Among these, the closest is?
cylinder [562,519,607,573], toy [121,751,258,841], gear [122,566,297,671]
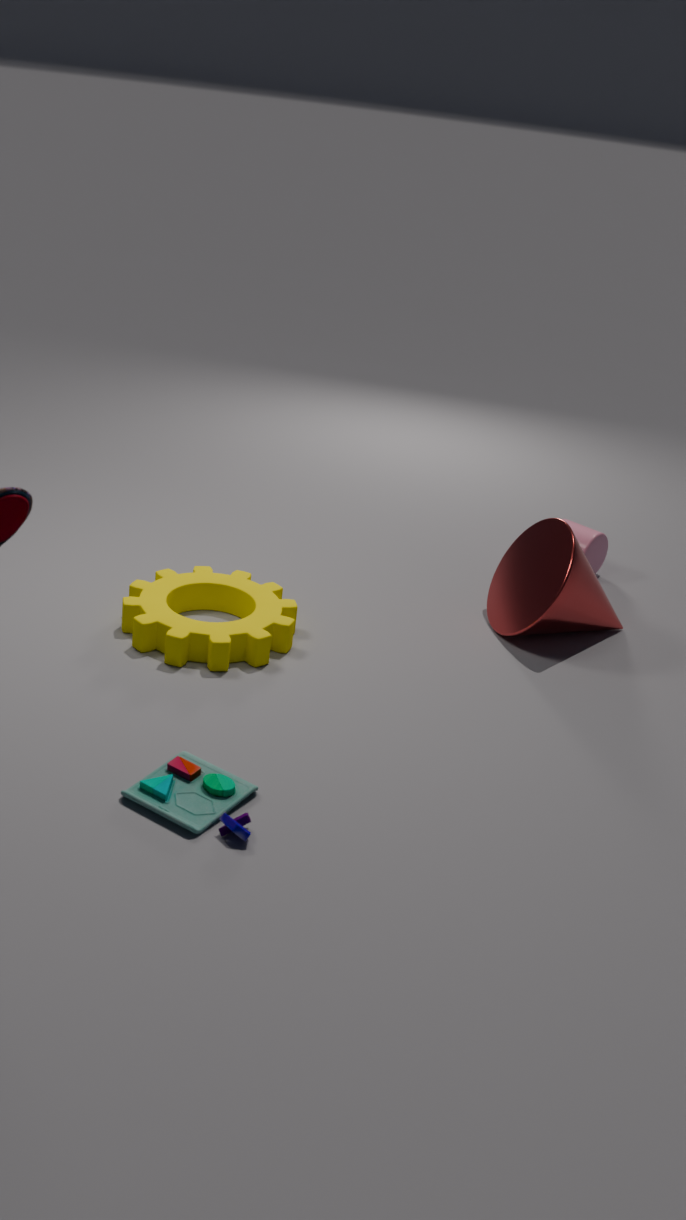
toy [121,751,258,841]
